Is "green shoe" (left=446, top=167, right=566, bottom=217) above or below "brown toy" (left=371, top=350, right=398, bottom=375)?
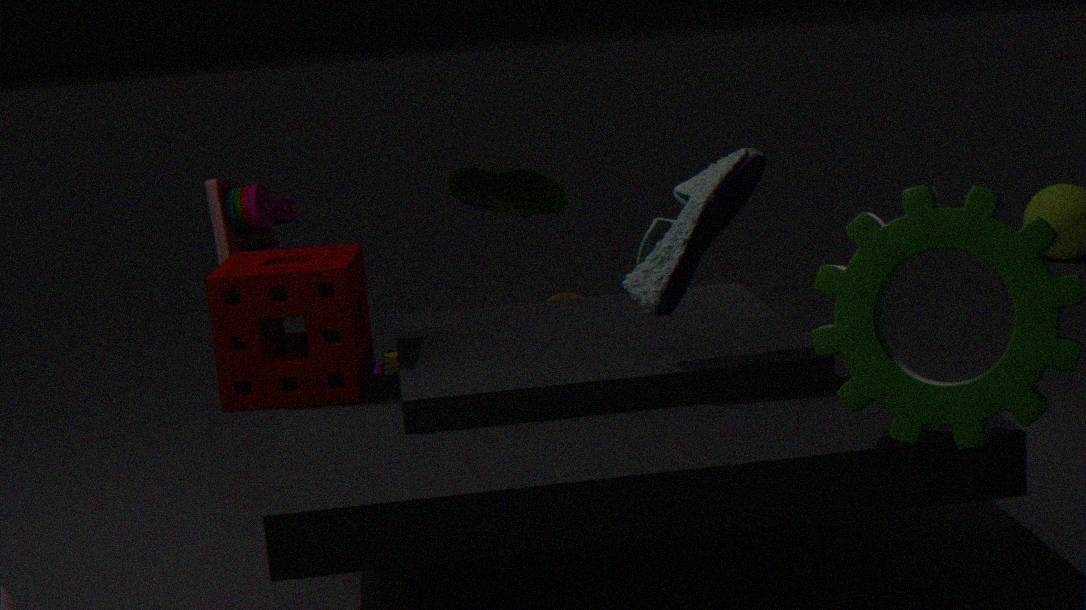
above
